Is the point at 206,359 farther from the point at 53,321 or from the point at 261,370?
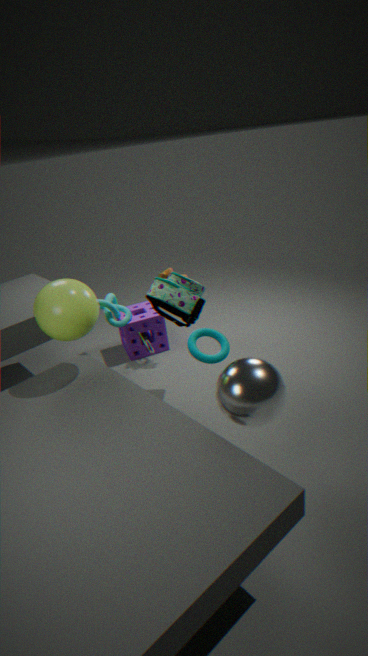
the point at 53,321
